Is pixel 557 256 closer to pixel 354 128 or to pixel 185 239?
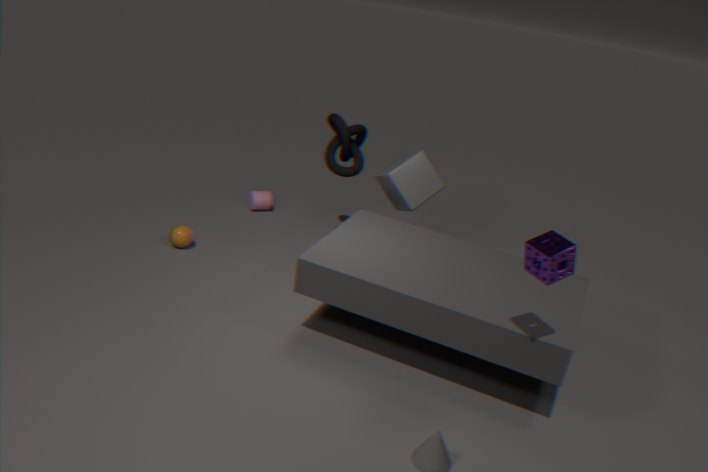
pixel 354 128
